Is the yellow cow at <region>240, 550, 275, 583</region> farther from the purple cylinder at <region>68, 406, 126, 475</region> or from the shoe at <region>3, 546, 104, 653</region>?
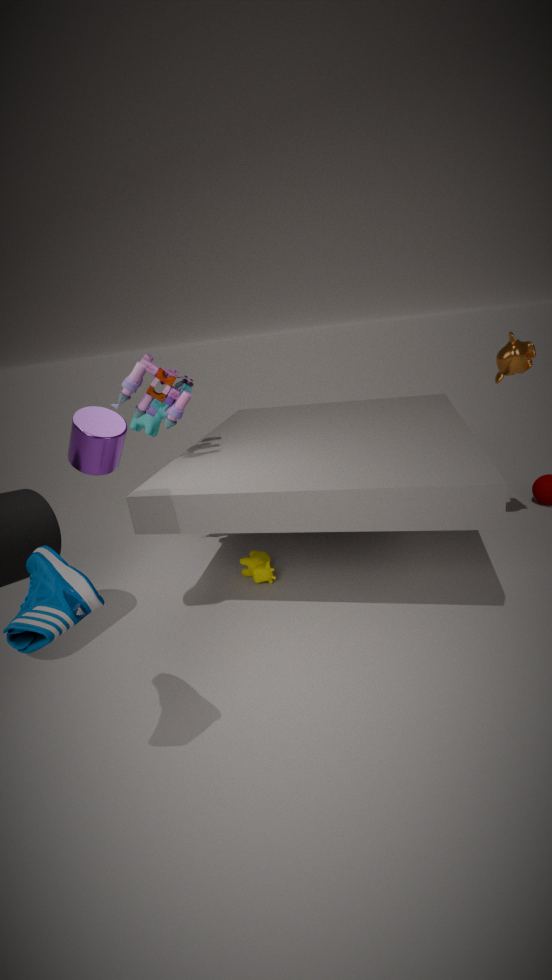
the shoe at <region>3, 546, 104, 653</region>
